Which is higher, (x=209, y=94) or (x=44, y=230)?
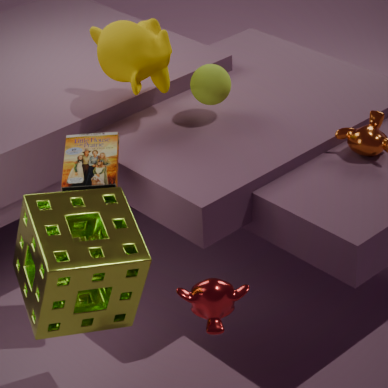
(x=209, y=94)
